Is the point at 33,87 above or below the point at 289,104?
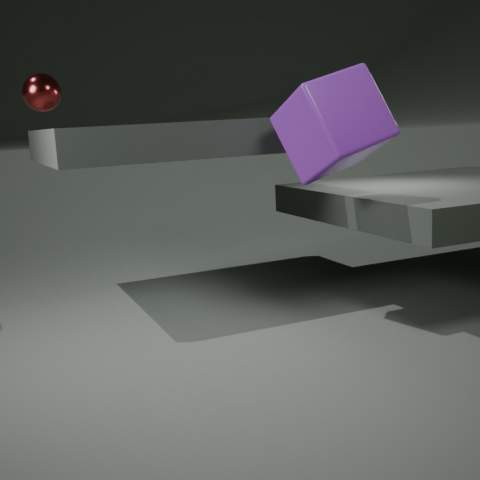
above
